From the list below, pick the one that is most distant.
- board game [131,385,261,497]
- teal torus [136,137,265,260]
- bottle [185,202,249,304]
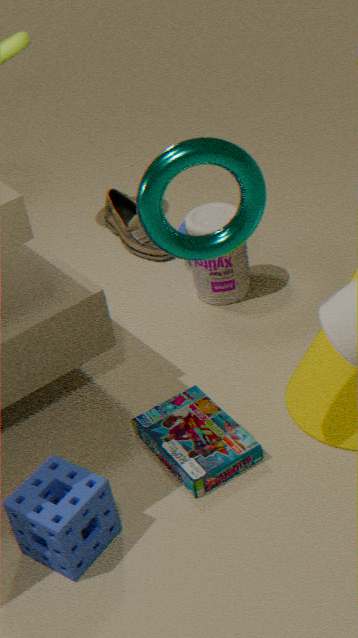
bottle [185,202,249,304]
